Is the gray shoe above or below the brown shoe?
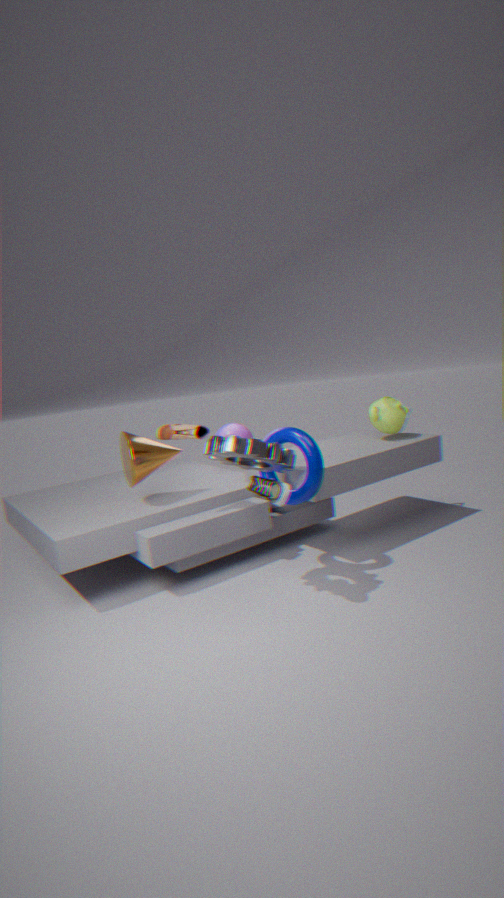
below
